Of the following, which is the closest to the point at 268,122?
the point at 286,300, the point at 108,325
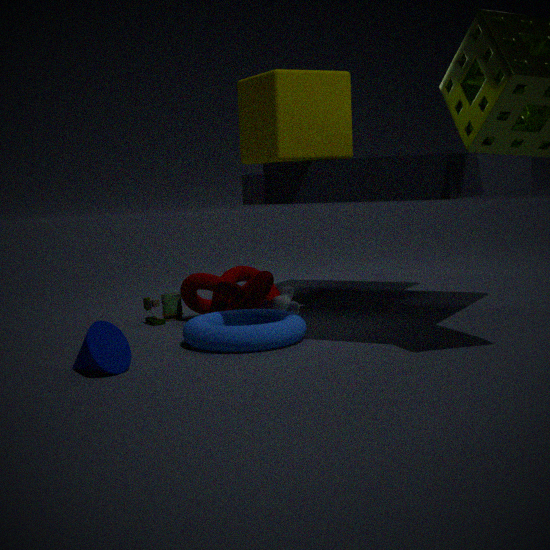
the point at 286,300
